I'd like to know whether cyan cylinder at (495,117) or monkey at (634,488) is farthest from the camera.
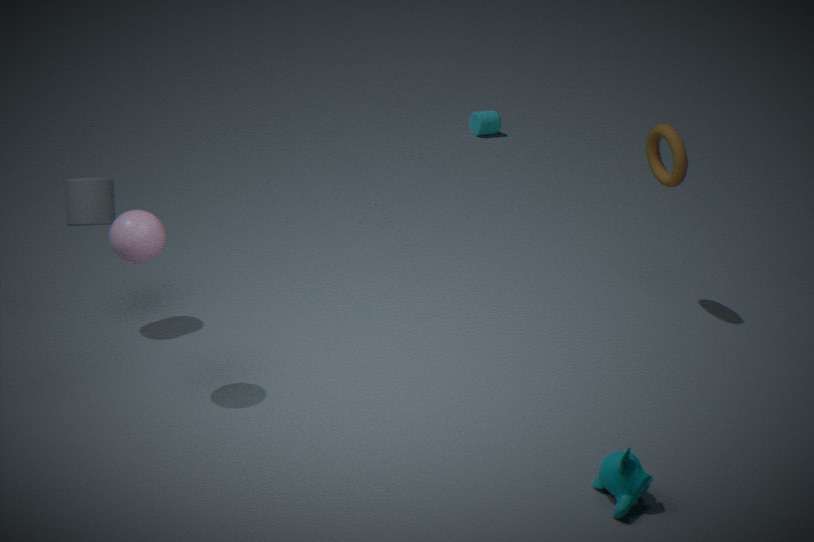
cyan cylinder at (495,117)
